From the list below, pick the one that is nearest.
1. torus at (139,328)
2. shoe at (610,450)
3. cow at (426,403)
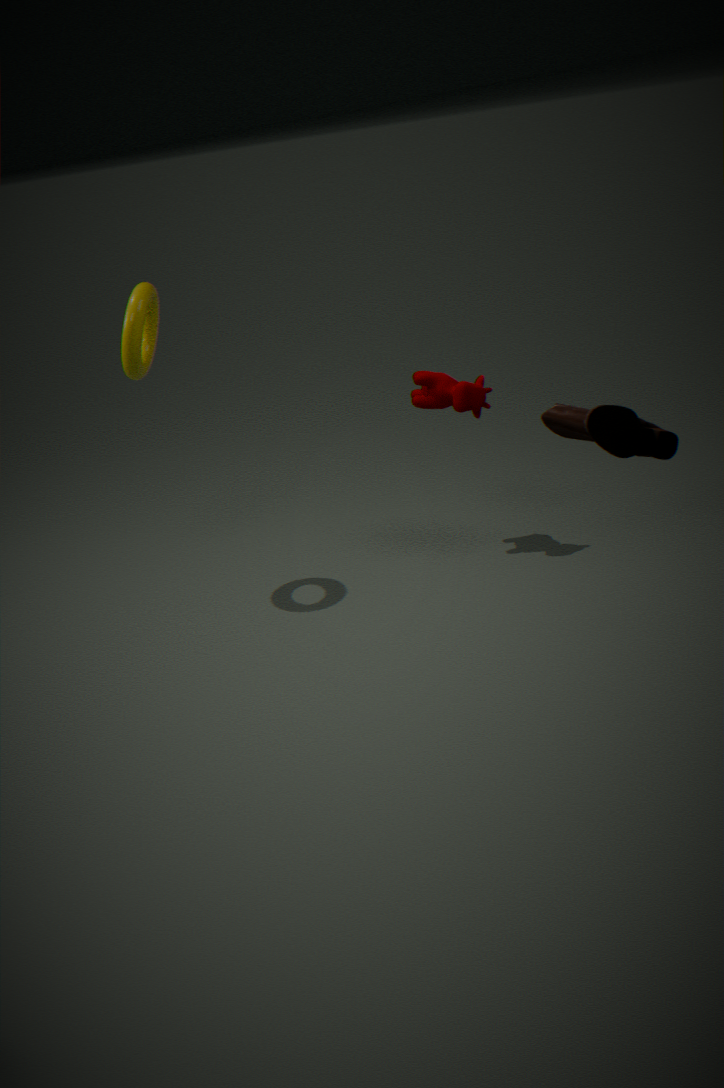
shoe at (610,450)
